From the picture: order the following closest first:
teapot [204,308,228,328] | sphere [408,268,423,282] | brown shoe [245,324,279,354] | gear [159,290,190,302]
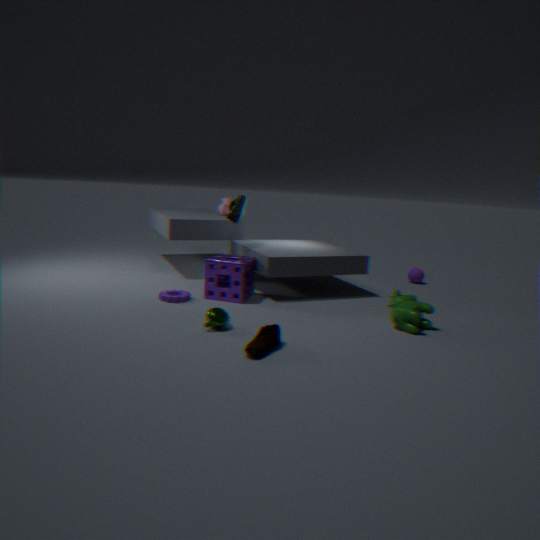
brown shoe [245,324,279,354]
teapot [204,308,228,328]
gear [159,290,190,302]
sphere [408,268,423,282]
